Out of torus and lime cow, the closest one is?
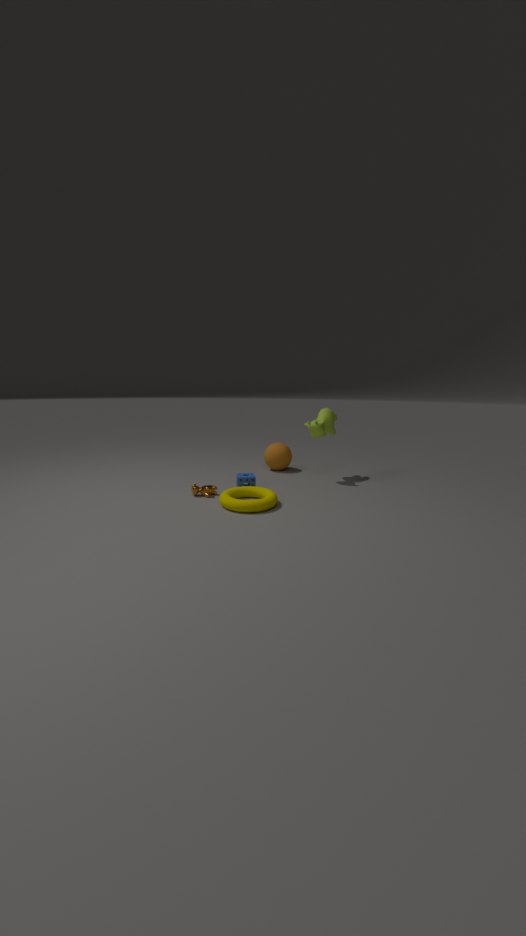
torus
